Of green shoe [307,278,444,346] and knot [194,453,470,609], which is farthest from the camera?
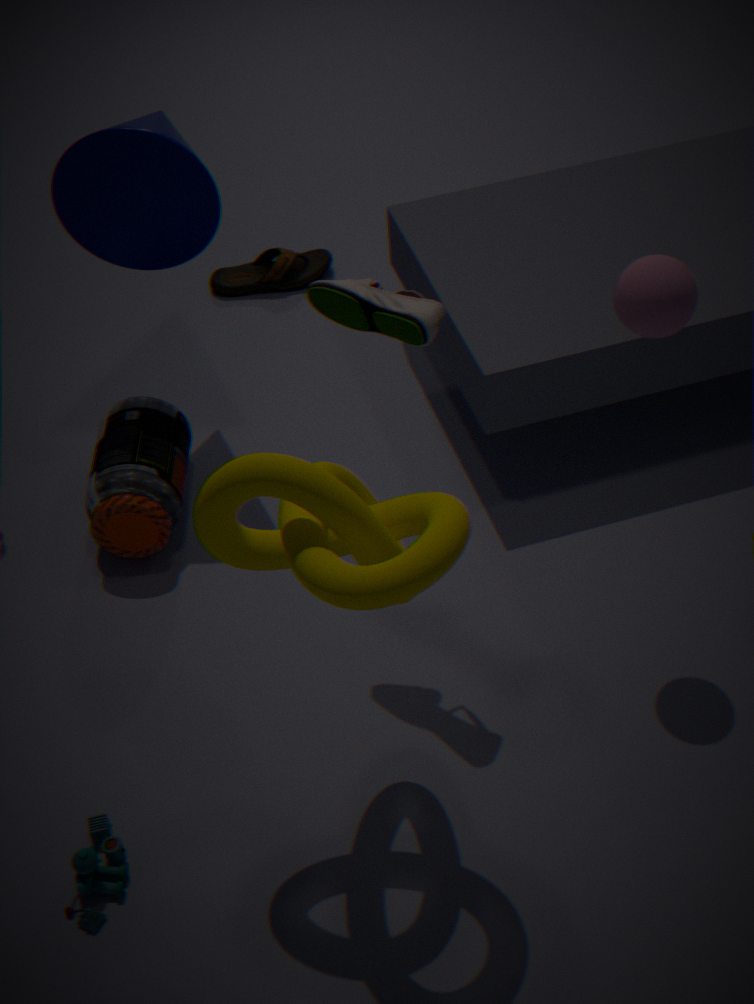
green shoe [307,278,444,346]
